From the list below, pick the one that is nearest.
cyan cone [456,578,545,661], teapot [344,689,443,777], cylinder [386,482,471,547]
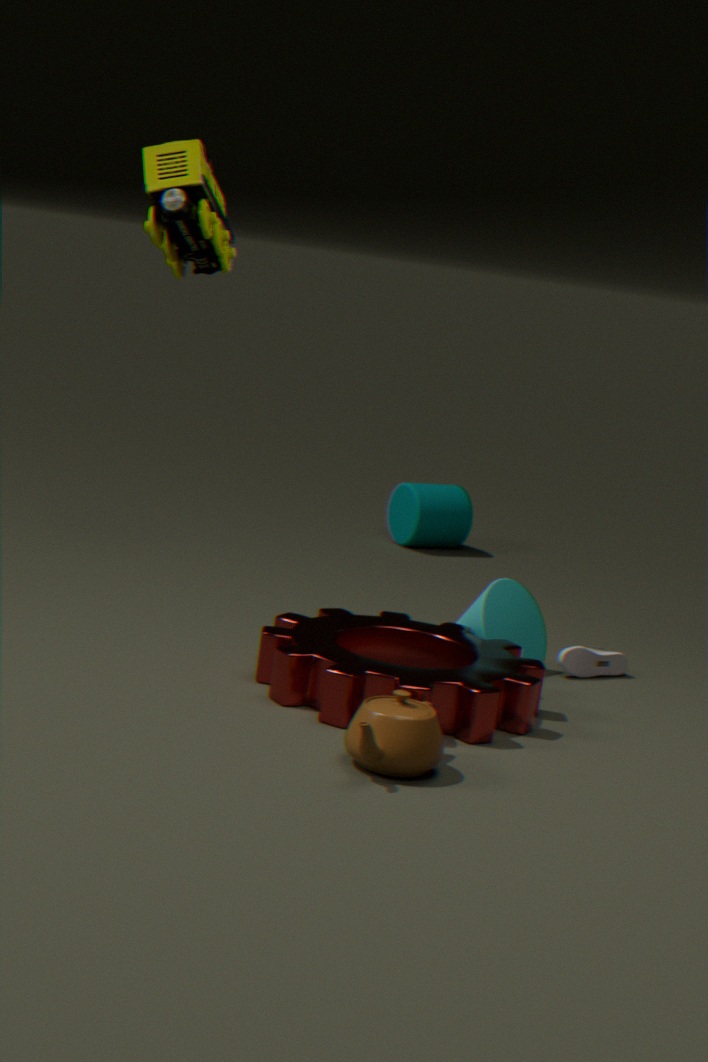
teapot [344,689,443,777]
